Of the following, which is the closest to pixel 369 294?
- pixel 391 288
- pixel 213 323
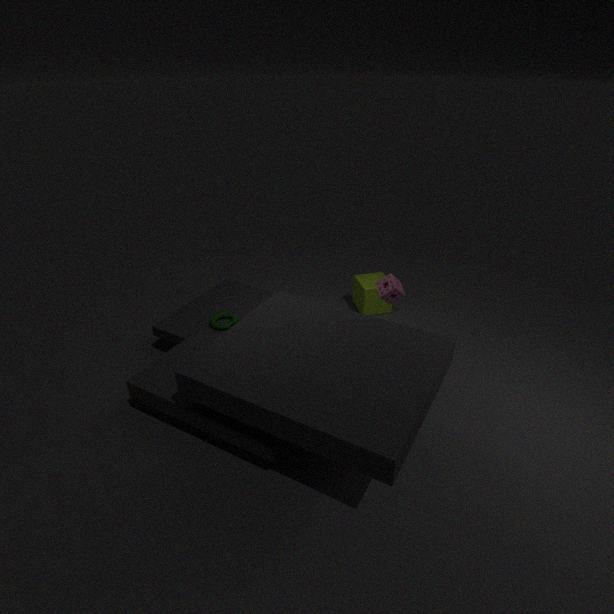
pixel 391 288
